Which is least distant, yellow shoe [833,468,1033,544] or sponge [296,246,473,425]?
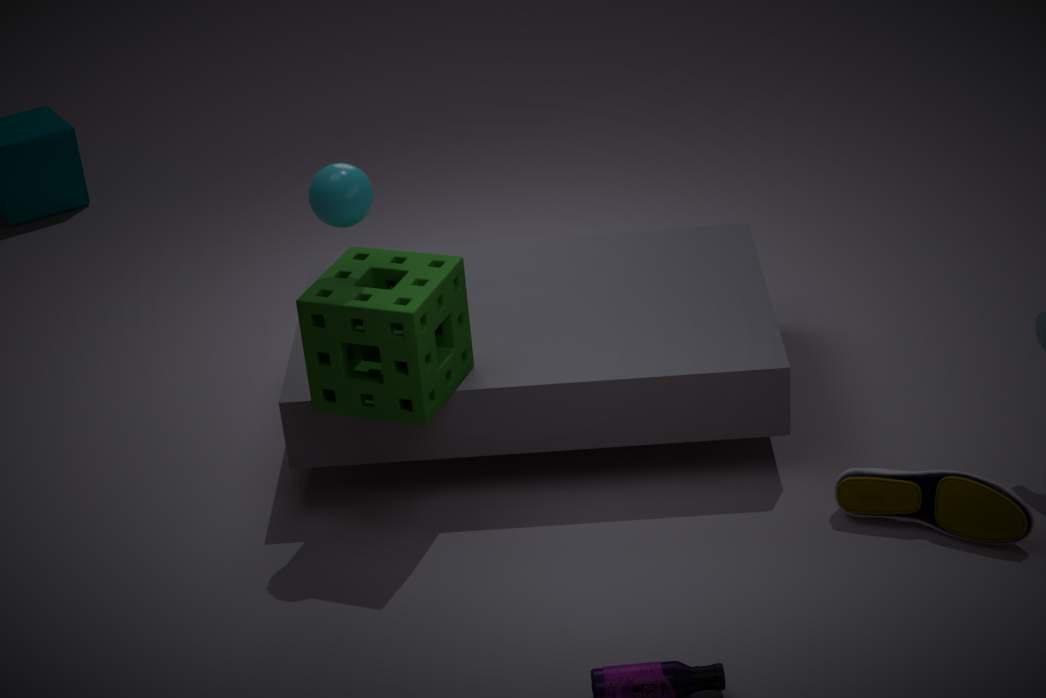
yellow shoe [833,468,1033,544]
